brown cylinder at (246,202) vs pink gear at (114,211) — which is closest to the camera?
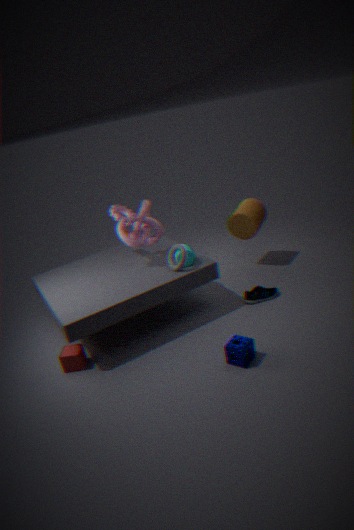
pink gear at (114,211)
